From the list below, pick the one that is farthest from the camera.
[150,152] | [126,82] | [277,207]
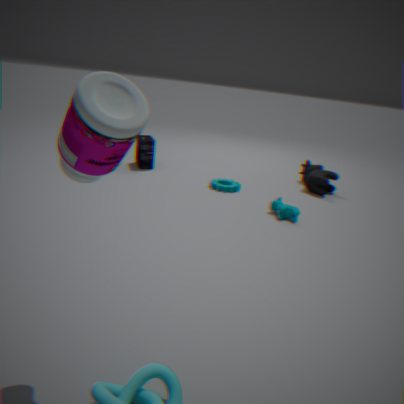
[150,152]
